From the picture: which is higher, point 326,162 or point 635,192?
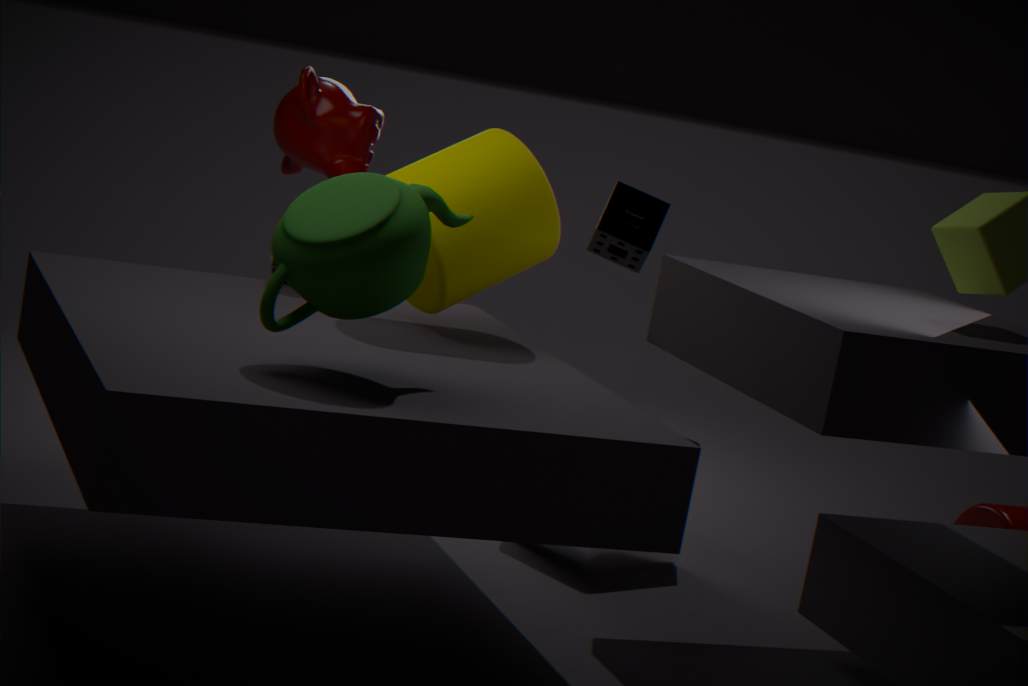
point 326,162
